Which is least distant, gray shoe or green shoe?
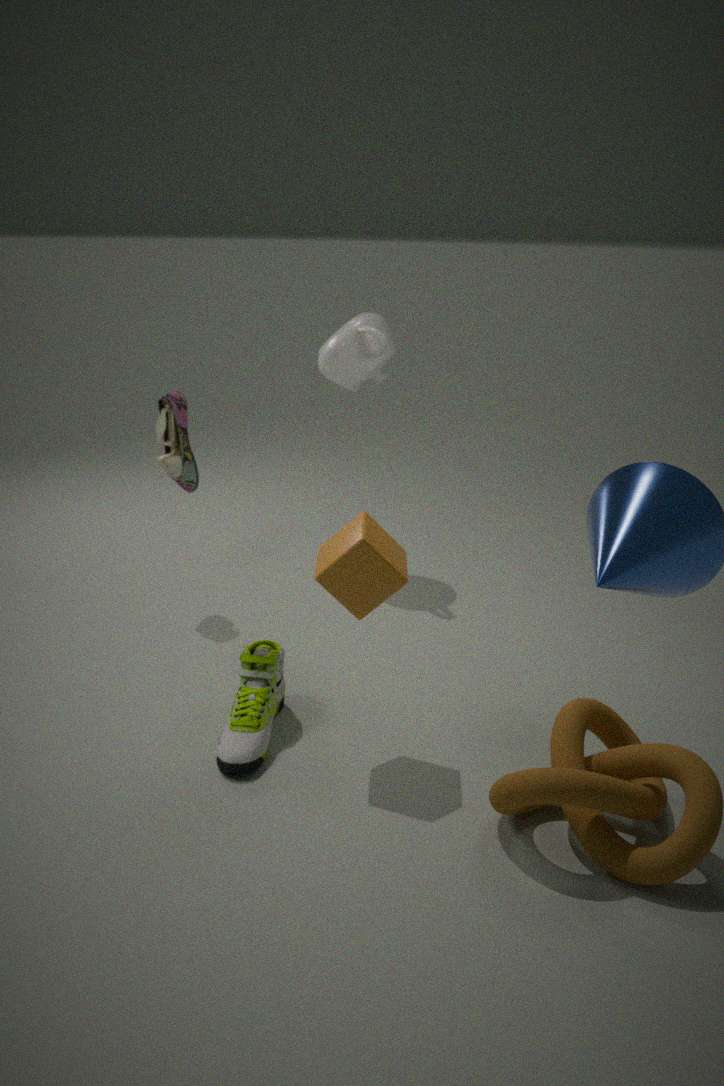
green shoe
